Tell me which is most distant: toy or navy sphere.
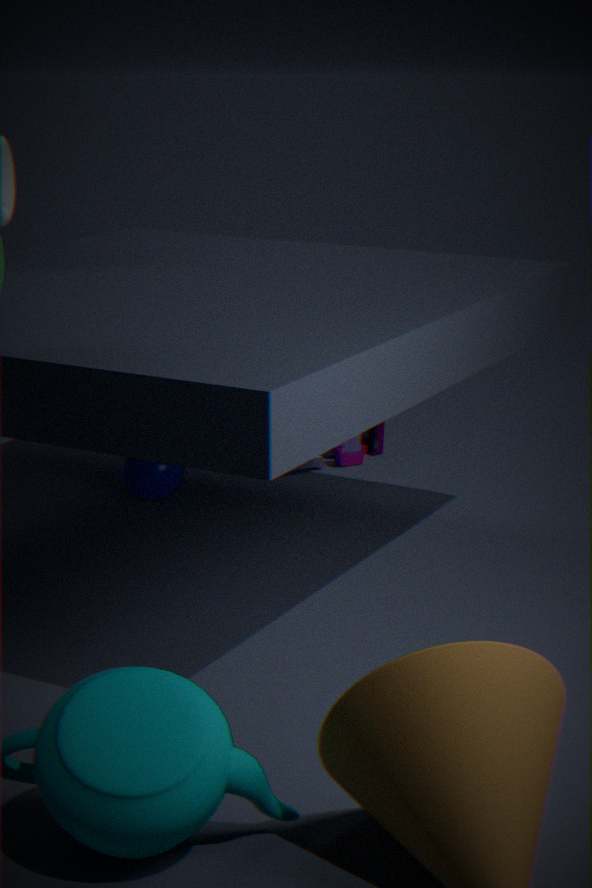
toy
